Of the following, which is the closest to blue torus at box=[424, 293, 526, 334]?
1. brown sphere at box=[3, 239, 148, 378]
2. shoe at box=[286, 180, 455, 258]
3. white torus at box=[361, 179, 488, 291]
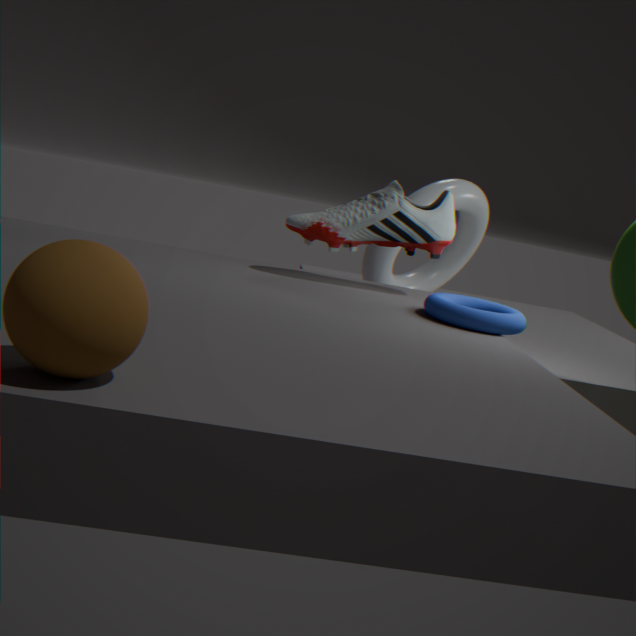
shoe at box=[286, 180, 455, 258]
